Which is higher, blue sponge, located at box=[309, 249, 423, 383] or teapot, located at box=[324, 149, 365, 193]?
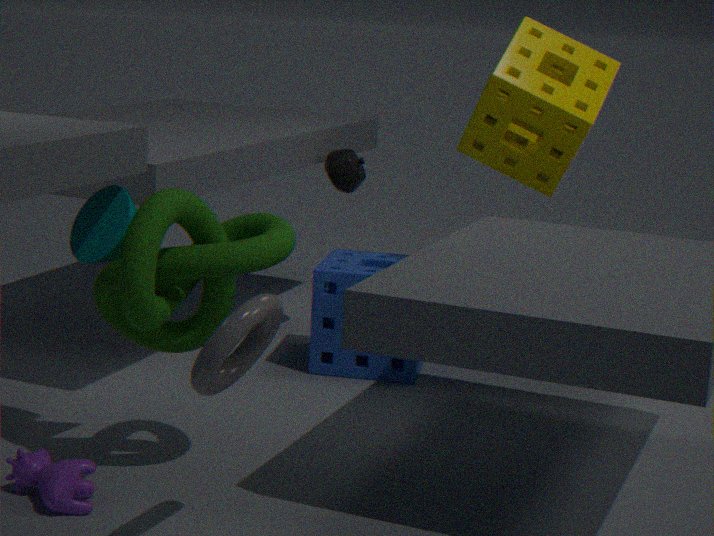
teapot, located at box=[324, 149, 365, 193]
